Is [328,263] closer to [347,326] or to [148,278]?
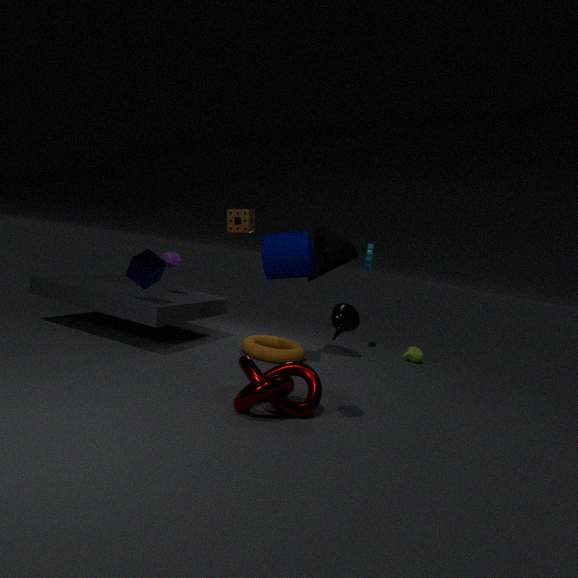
[347,326]
